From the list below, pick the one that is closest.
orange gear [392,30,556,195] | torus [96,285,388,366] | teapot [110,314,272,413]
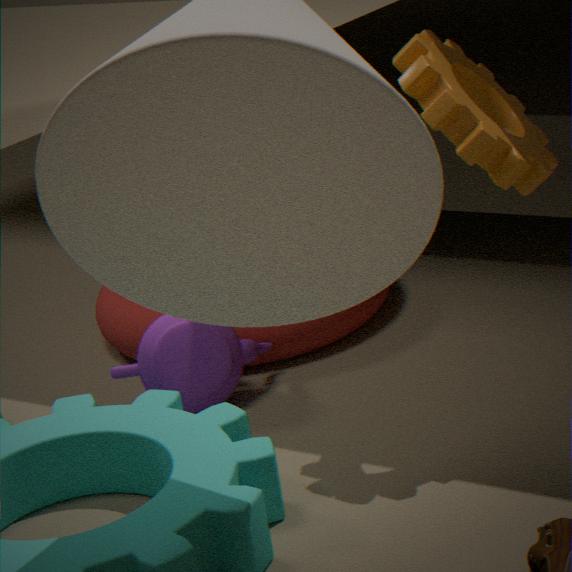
orange gear [392,30,556,195]
